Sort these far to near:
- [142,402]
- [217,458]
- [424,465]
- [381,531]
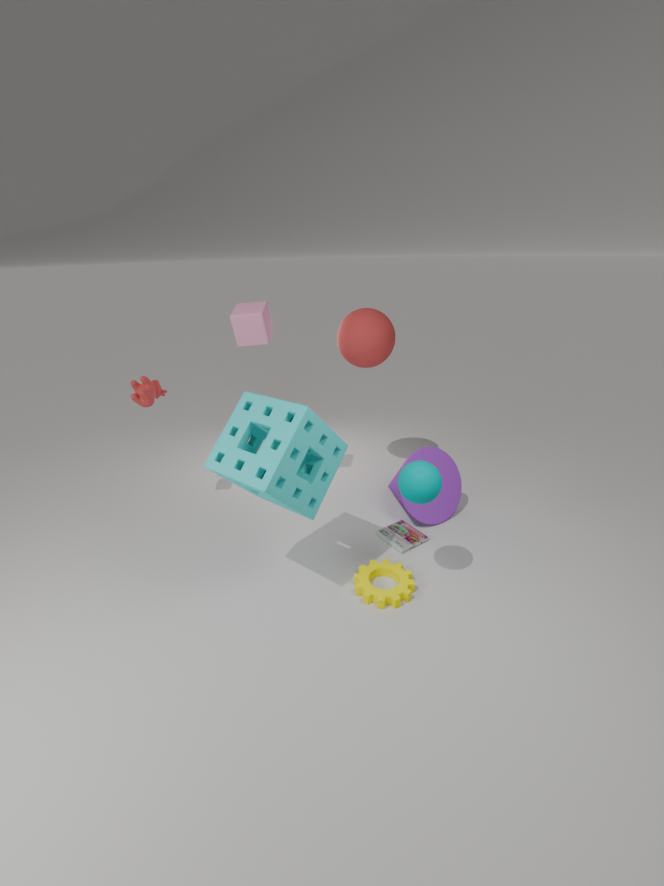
1. [142,402]
2. [381,531]
3. [217,458]
4. [424,465]
